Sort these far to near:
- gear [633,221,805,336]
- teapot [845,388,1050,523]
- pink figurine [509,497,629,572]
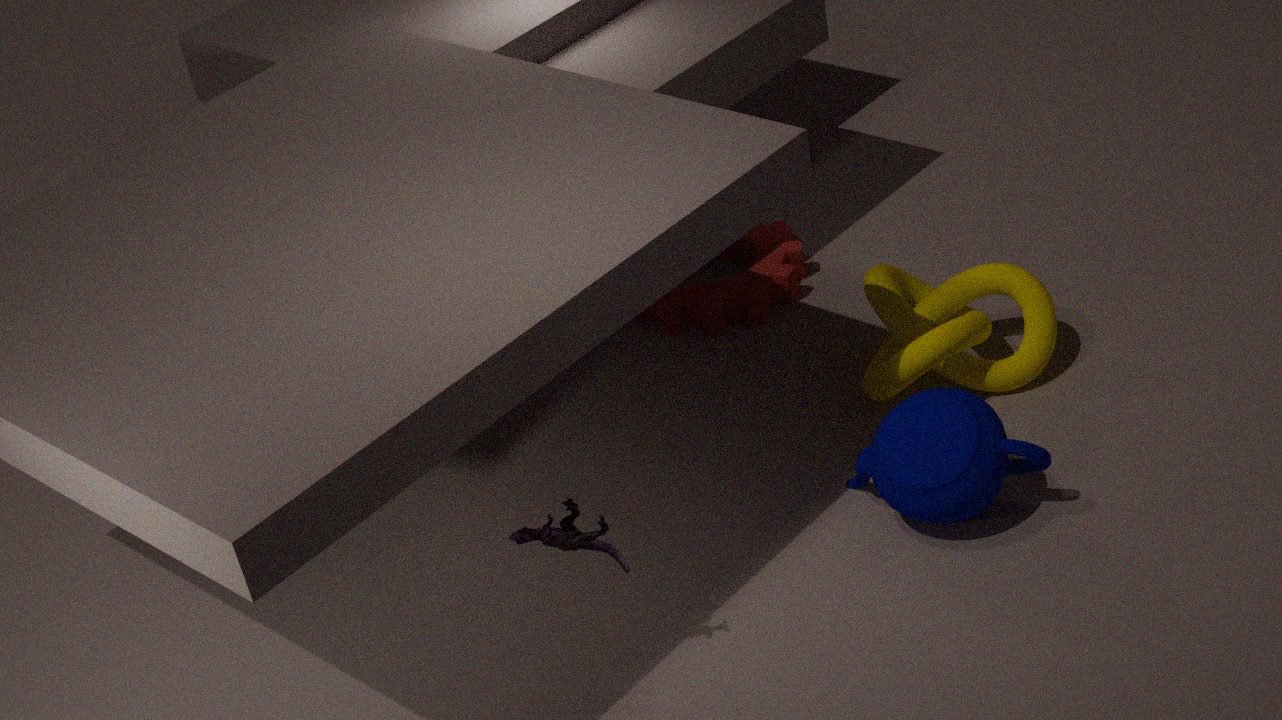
1. gear [633,221,805,336]
2. teapot [845,388,1050,523]
3. pink figurine [509,497,629,572]
